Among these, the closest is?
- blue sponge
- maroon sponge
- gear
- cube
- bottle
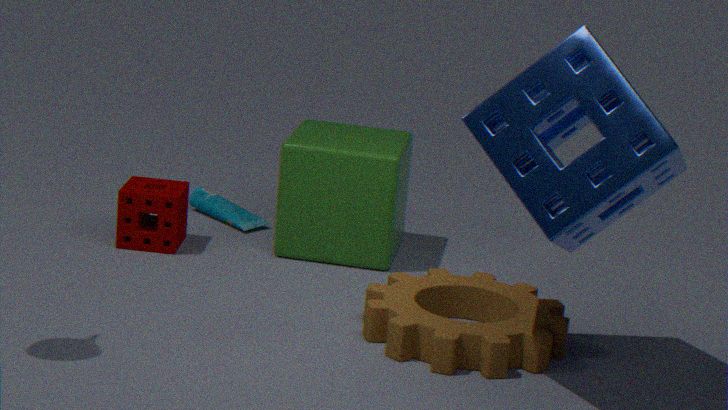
blue sponge
